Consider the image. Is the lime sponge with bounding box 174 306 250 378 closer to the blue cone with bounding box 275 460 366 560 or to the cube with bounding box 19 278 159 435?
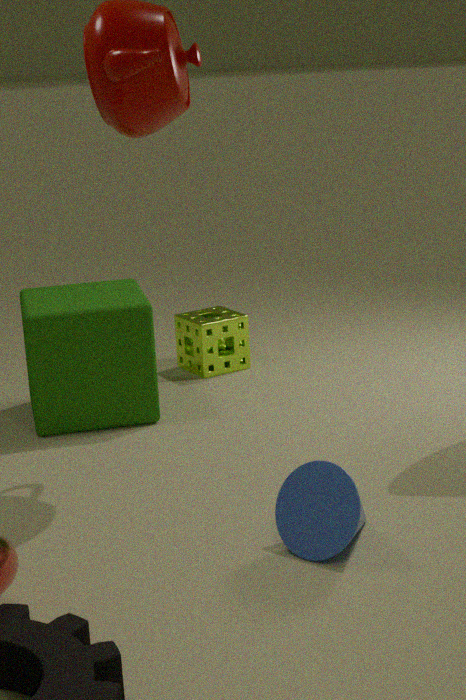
the cube with bounding box 19 278 159 435
